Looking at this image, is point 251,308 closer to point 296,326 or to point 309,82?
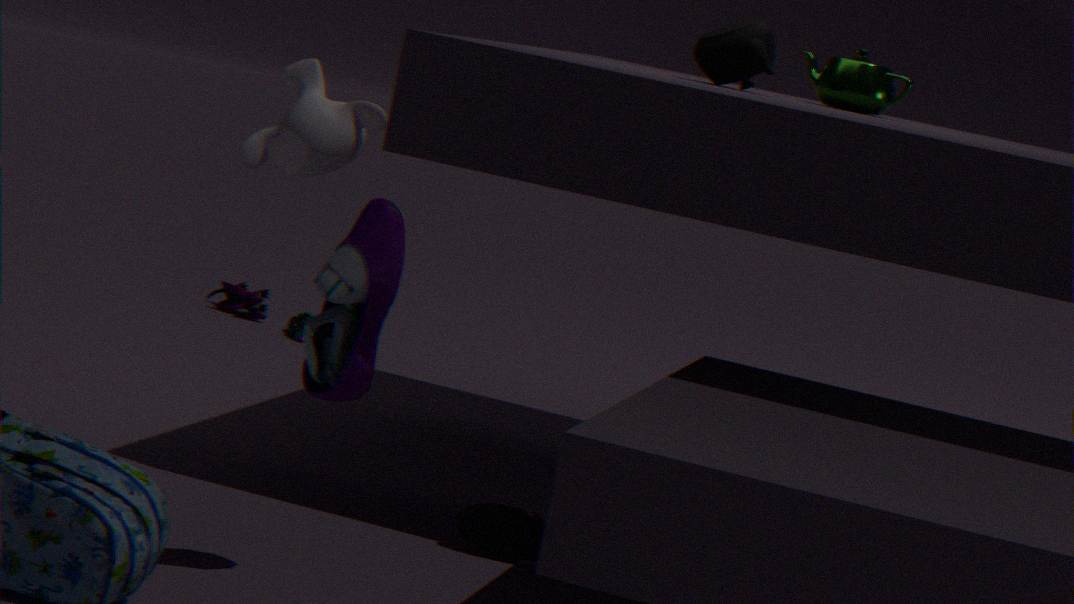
point 296,326
